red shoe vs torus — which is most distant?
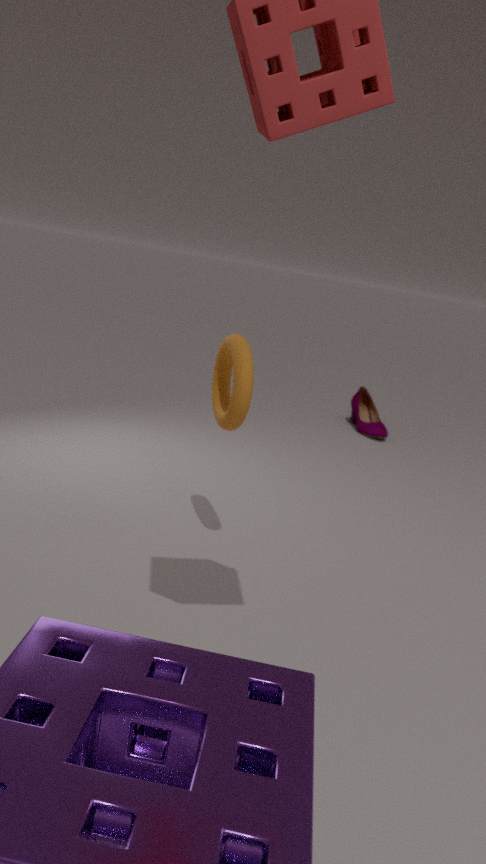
red shoe
